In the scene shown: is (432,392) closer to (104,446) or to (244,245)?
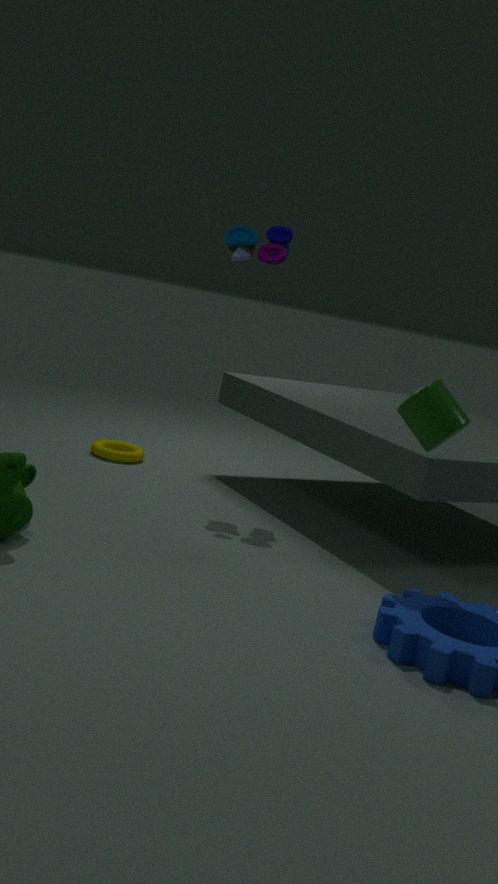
(244,245)
